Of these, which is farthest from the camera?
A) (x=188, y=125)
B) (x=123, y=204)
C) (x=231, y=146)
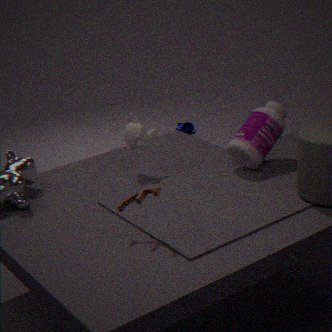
(x=188, y=125)
